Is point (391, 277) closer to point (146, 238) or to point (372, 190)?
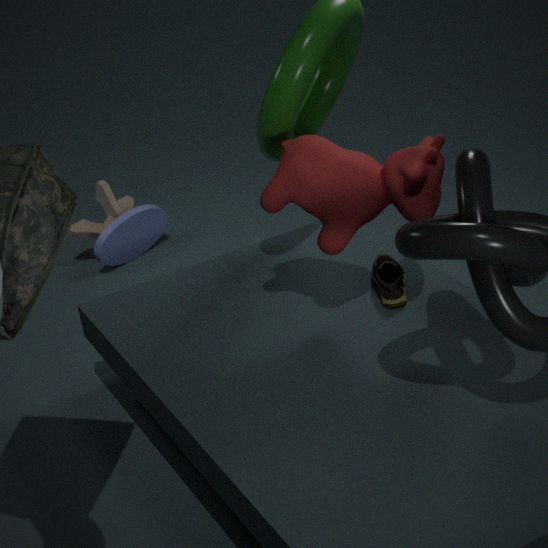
point (372, 190)
